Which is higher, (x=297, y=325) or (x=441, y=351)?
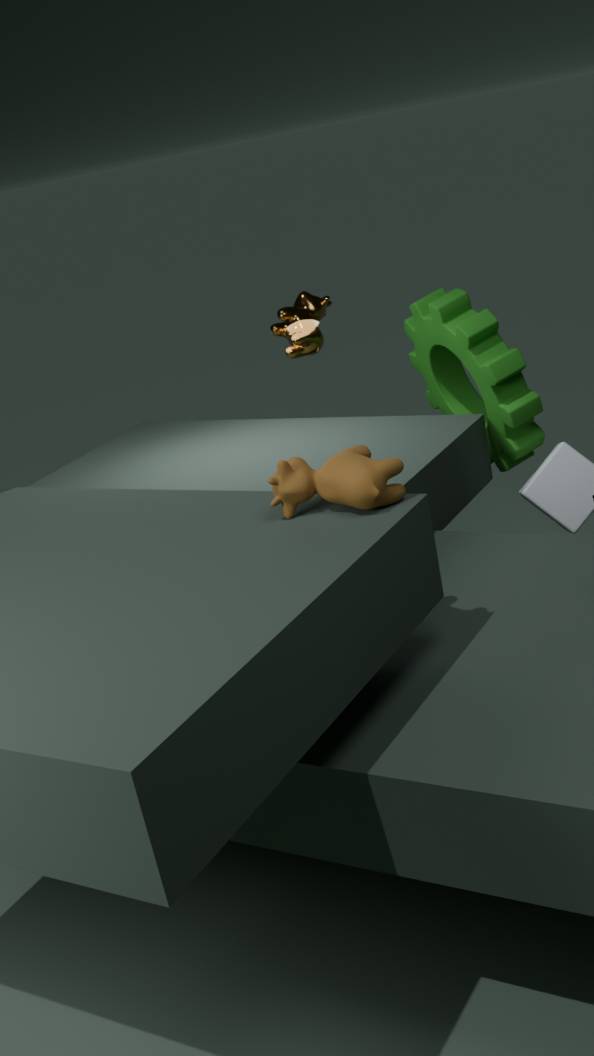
(x=297, y=325)
